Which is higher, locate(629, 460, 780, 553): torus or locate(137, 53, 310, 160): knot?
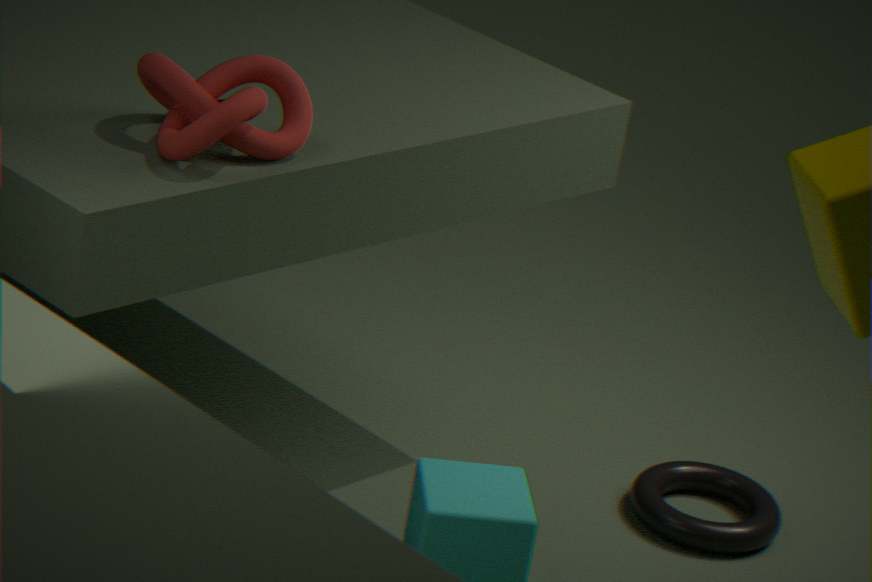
locate(137, 53, 310, 160): knot
